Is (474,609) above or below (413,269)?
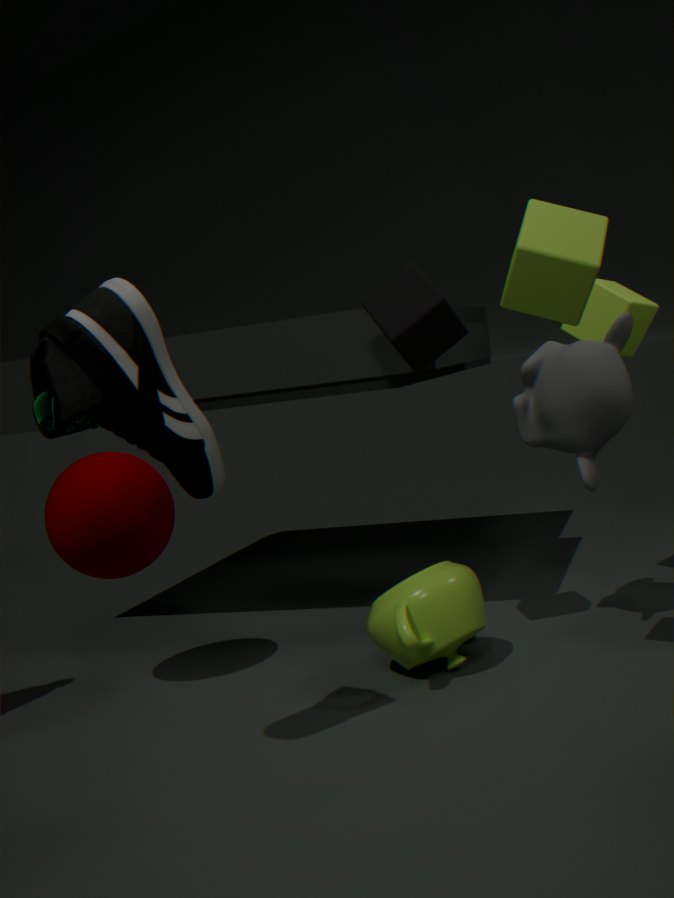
below
